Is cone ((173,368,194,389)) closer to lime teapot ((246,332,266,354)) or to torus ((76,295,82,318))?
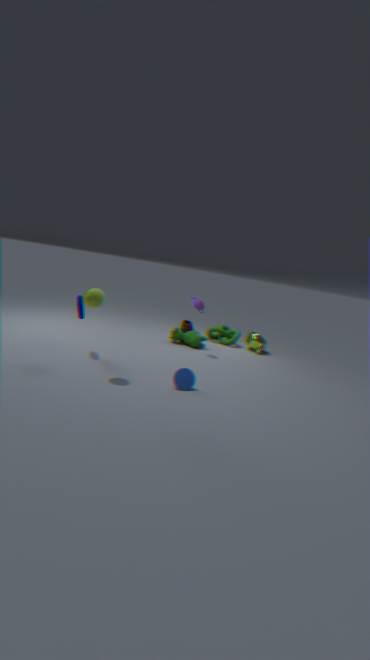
torus ((76,295,82,318))
